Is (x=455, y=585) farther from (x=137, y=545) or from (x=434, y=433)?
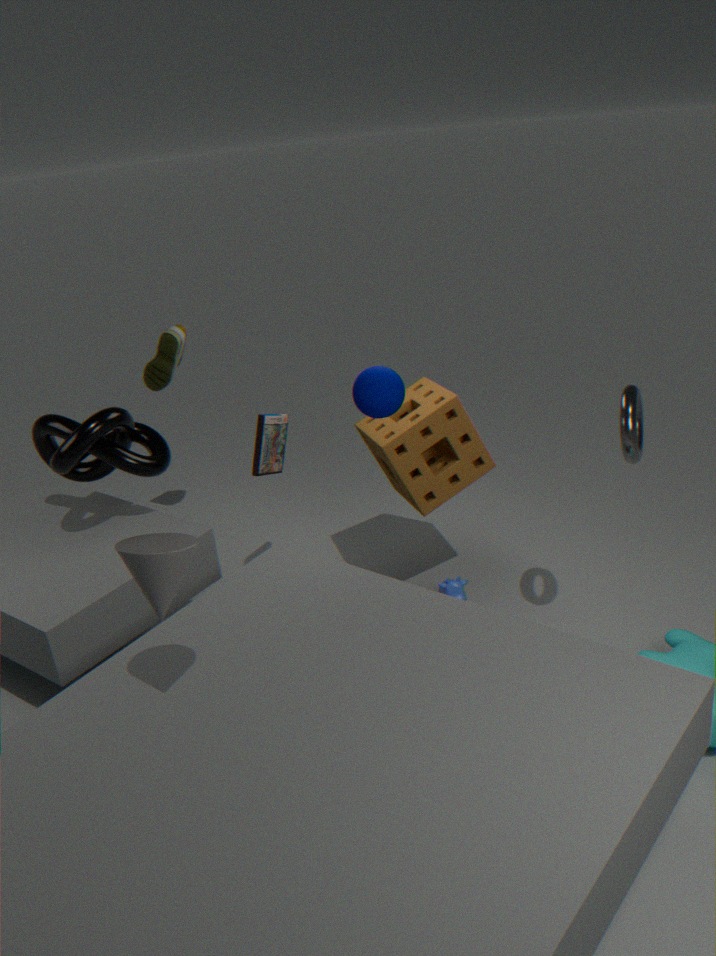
(x=137, y=545)
